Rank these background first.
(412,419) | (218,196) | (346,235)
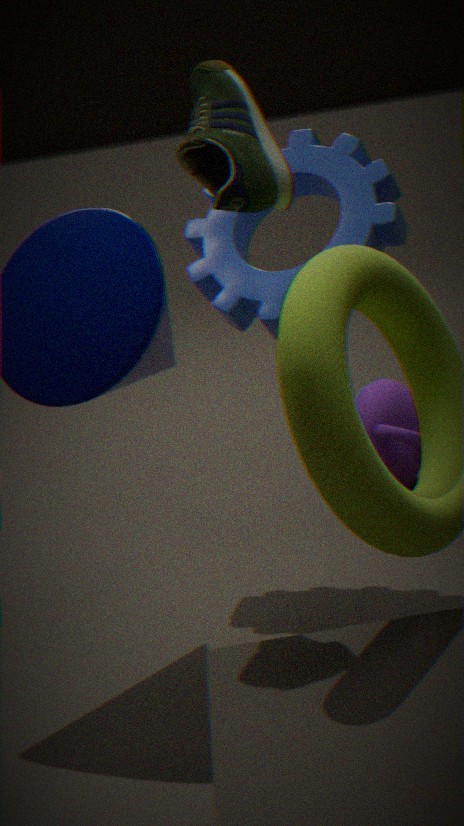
1. (412,419)
2. (346,235)
3. (218,196)
